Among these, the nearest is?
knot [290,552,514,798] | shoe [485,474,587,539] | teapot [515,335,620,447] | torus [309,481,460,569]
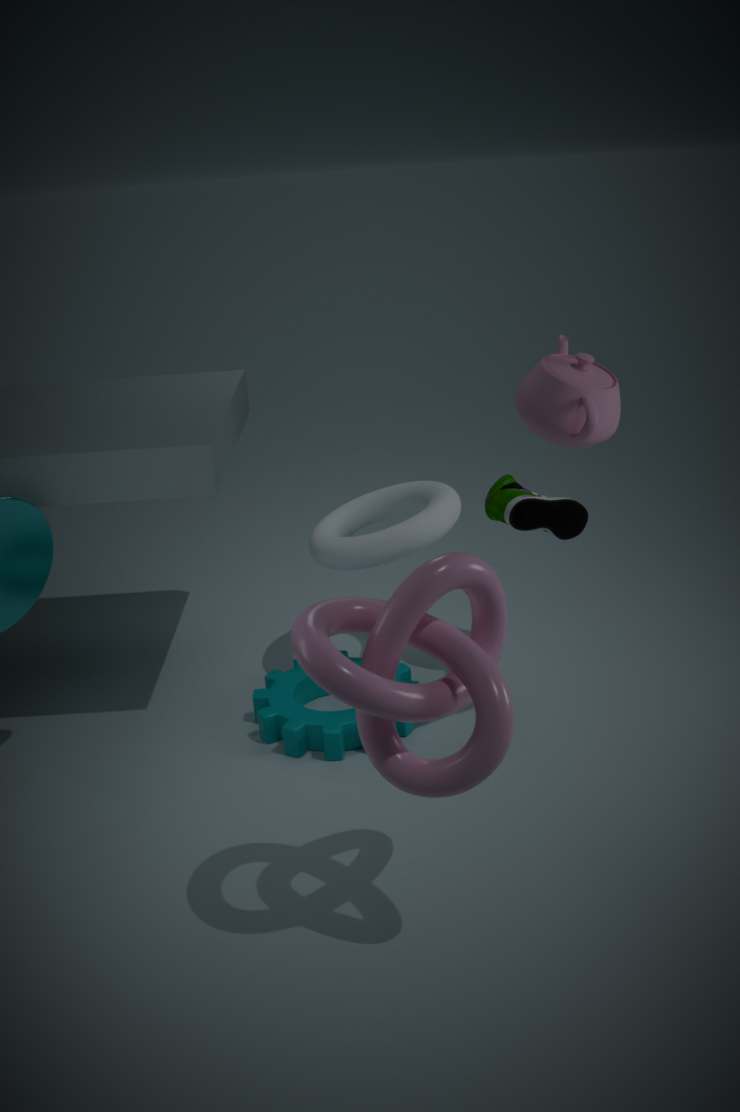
knot [290,552,514,798]
